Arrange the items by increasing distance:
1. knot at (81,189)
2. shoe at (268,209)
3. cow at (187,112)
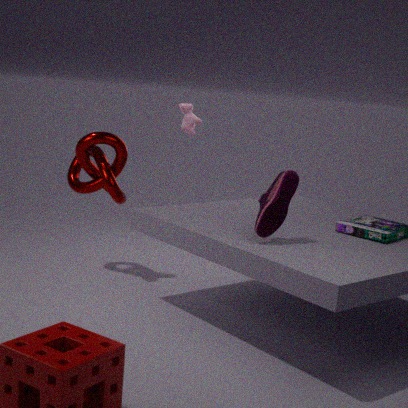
shoe at (268,209), knot at (81,189), cow at (187,112)
